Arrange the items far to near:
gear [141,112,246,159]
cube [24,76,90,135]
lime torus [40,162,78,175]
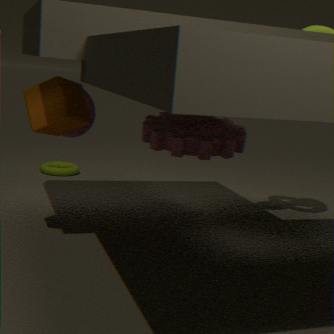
1. lime torus [40,162,78,175]
2. gear [141,112,246,159]
3. cube [24,76,90,135]
